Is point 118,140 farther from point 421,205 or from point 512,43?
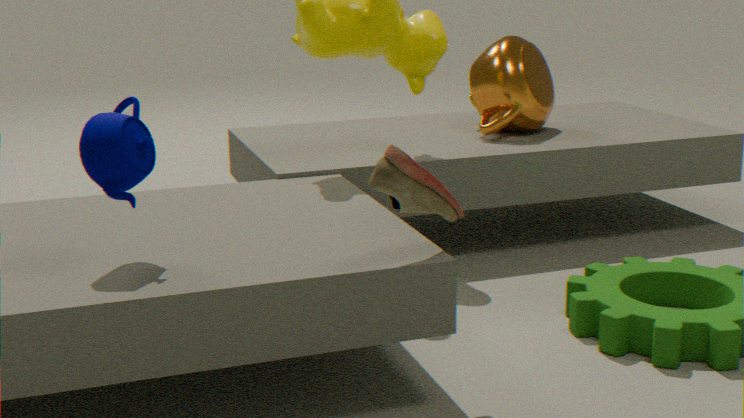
point 512,43
